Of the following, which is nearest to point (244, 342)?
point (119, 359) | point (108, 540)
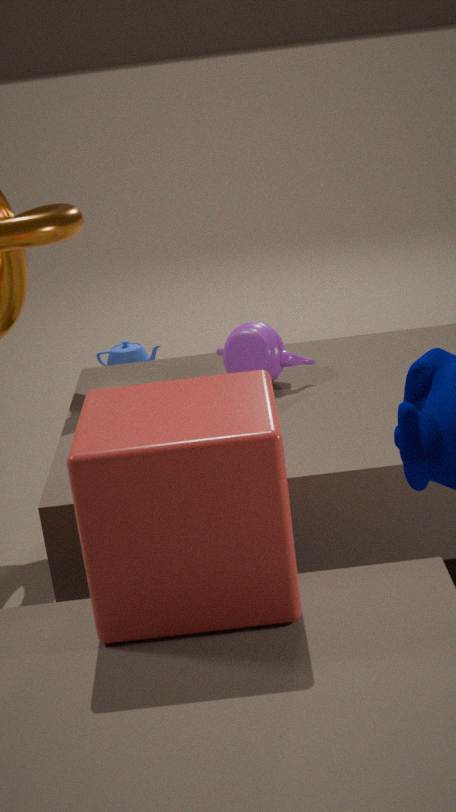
point (108, 540)
